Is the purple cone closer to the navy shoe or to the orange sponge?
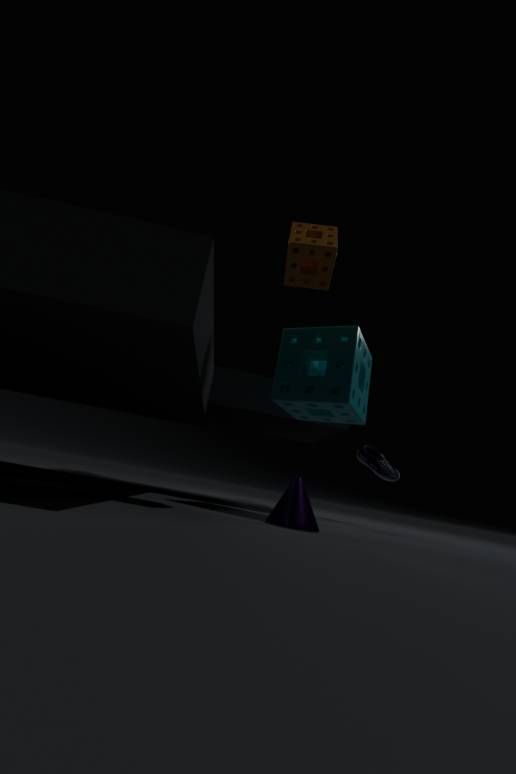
the orange sponge
